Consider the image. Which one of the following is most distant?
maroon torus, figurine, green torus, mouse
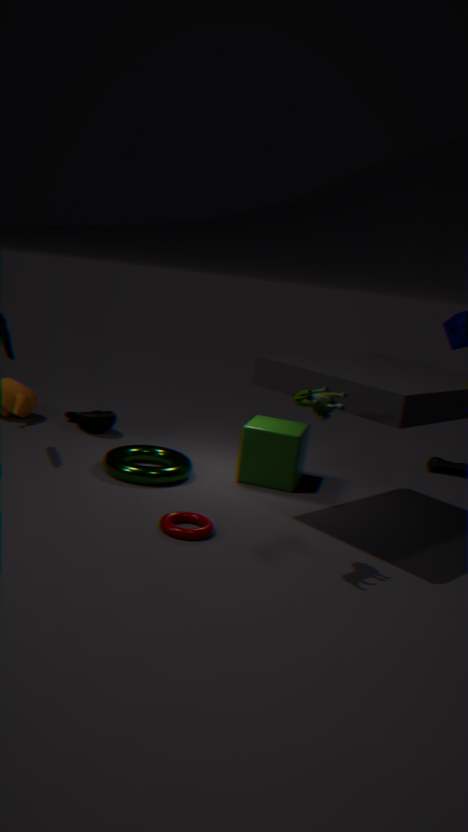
mouse
